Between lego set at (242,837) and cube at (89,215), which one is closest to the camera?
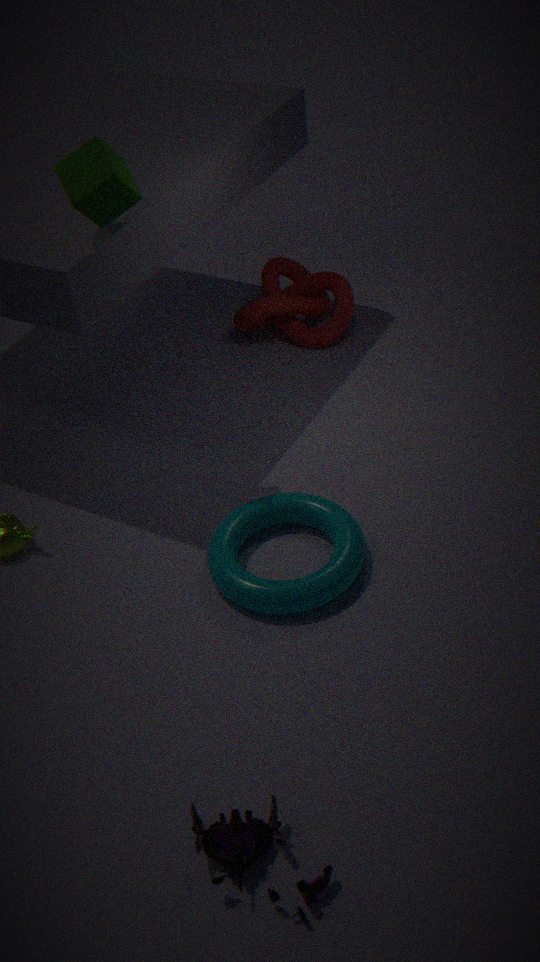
lego set at (242,837)
